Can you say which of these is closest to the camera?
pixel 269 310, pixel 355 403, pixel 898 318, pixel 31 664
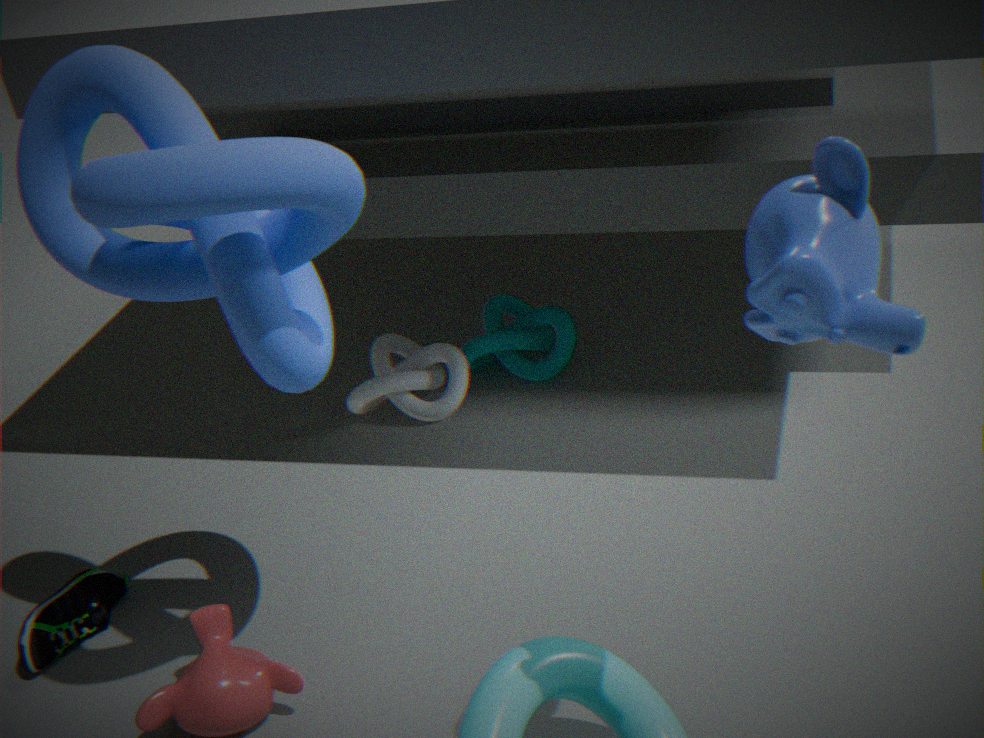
pixel 898 318
